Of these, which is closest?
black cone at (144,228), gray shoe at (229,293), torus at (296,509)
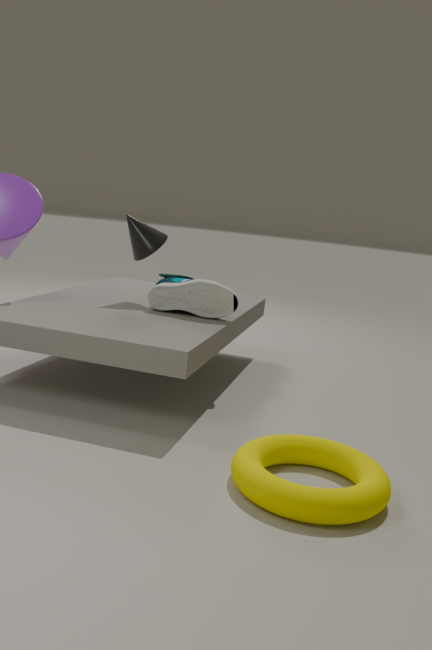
torus at (296,509)
